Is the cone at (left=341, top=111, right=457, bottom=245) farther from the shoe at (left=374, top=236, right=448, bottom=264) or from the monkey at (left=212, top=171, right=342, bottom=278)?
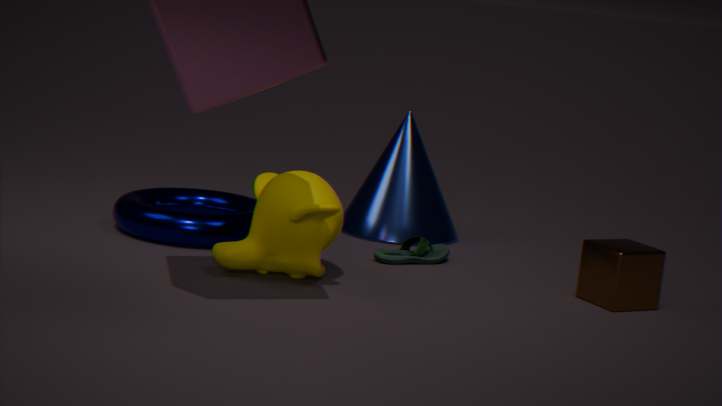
the monkey at (left=212, top=171, right=342, bottom=278)
